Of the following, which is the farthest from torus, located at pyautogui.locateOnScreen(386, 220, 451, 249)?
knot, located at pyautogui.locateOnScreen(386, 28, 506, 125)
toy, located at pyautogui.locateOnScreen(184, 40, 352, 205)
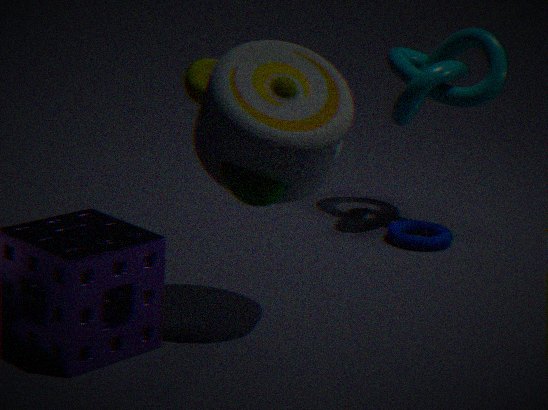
toy, located at pyautogui.locateOnScreen(184, 40, 352, 205)
